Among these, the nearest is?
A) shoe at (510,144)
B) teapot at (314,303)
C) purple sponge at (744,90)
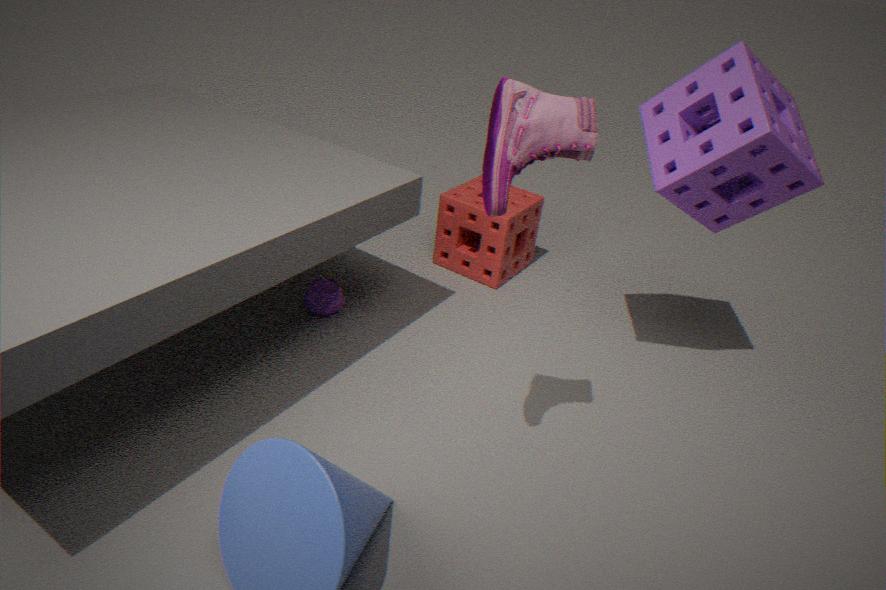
shoe at (510,144)
